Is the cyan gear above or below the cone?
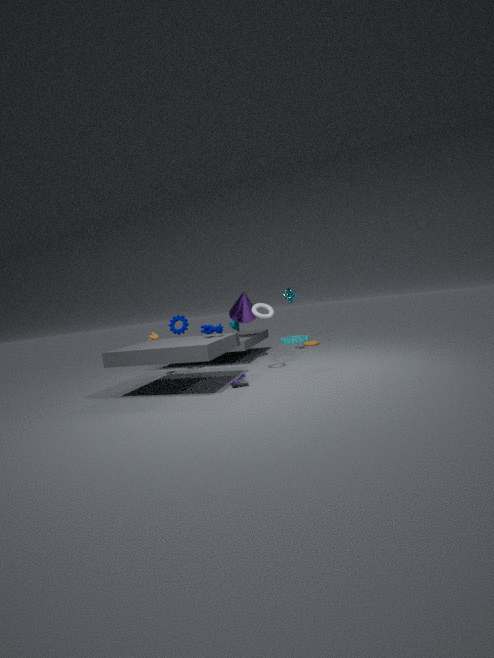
below
